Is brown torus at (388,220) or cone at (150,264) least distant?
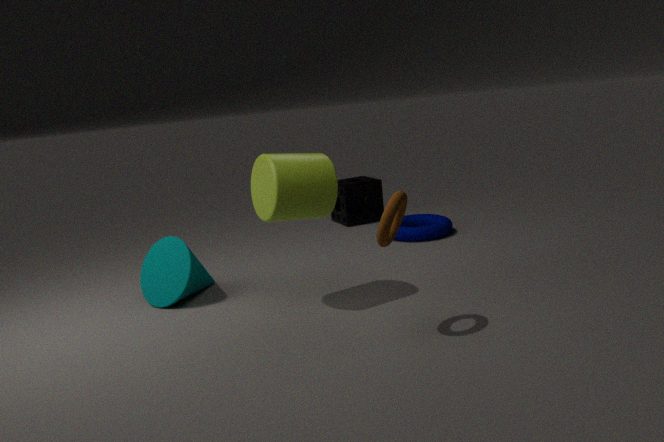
brown torus at (388,220)
